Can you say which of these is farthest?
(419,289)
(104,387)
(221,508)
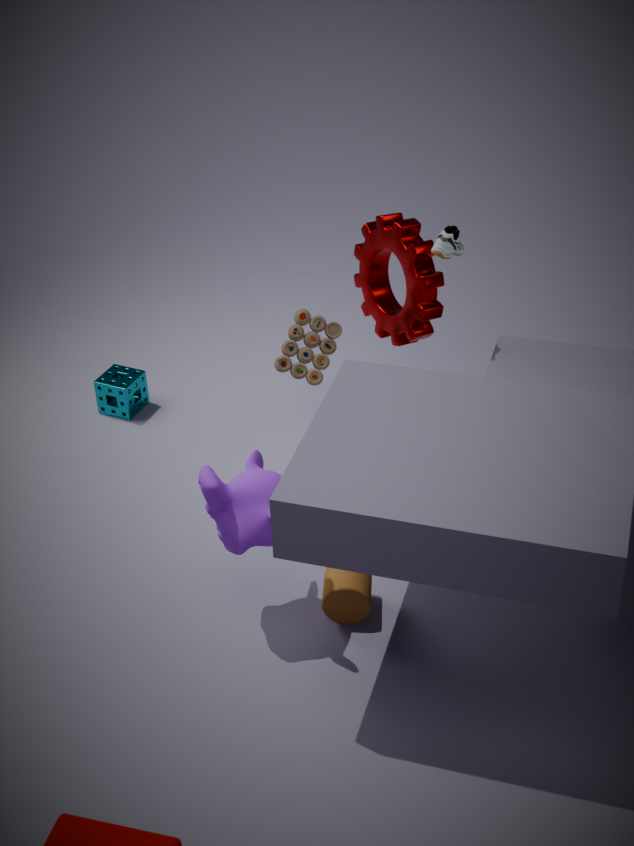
(104,387)
